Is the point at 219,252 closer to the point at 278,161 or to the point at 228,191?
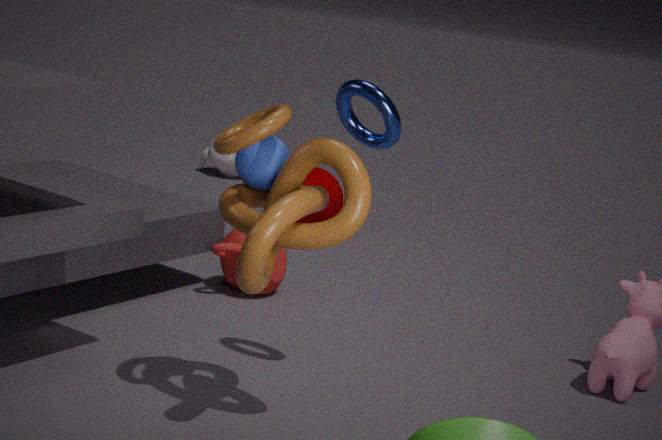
the point at 278,161
